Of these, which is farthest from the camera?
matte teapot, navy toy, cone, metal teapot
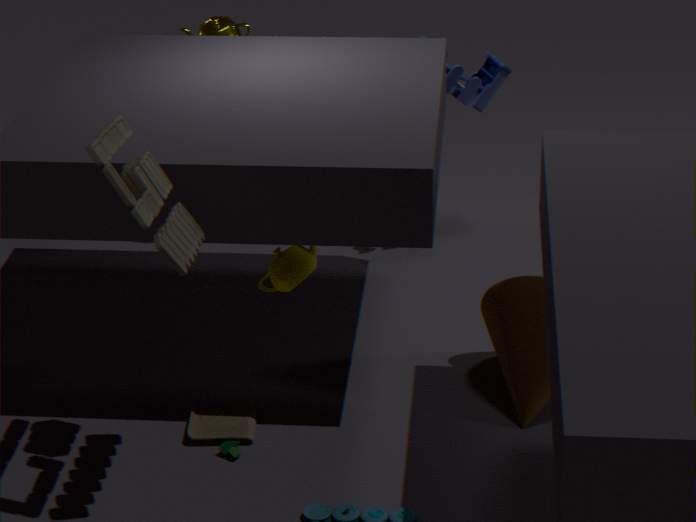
metal teapot
